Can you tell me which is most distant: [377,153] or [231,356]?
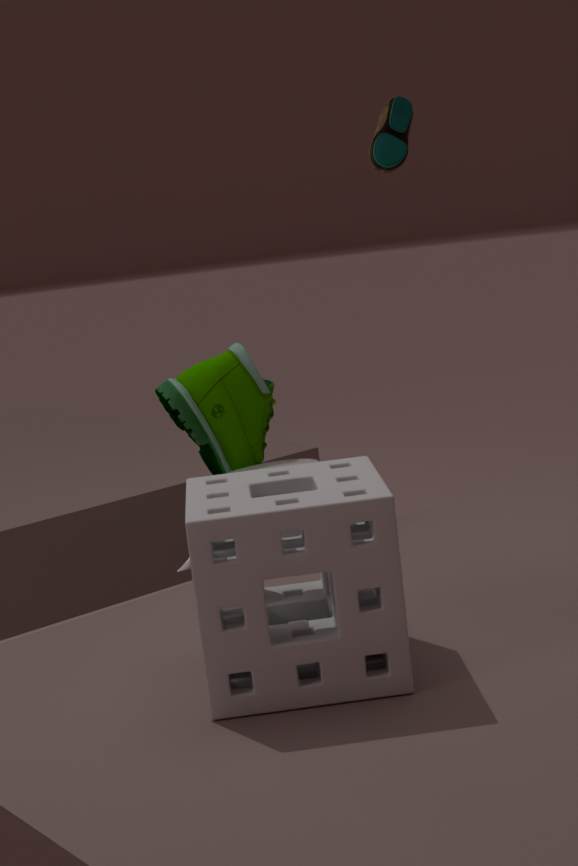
[377,153]
